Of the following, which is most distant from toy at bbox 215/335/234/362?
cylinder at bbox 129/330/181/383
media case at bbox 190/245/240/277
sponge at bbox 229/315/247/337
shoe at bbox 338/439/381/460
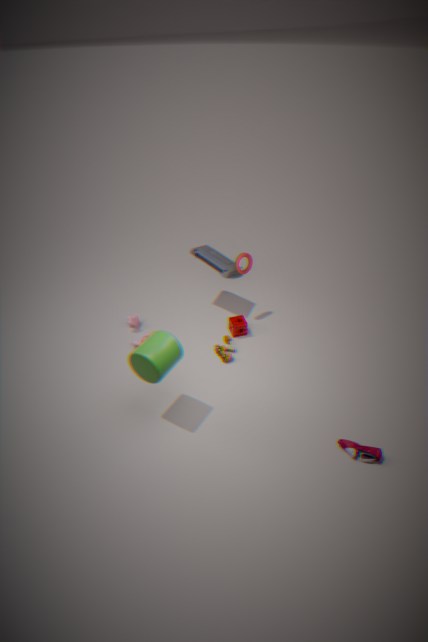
Answer: shoe at bbox 338/439/381/460
